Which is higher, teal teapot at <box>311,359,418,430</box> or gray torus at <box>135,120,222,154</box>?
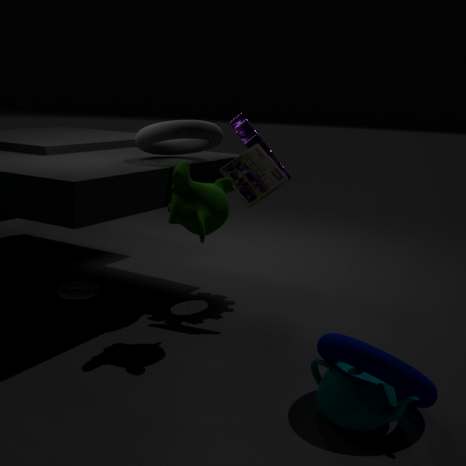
gray torus at <box>135,120,222,154</box>
